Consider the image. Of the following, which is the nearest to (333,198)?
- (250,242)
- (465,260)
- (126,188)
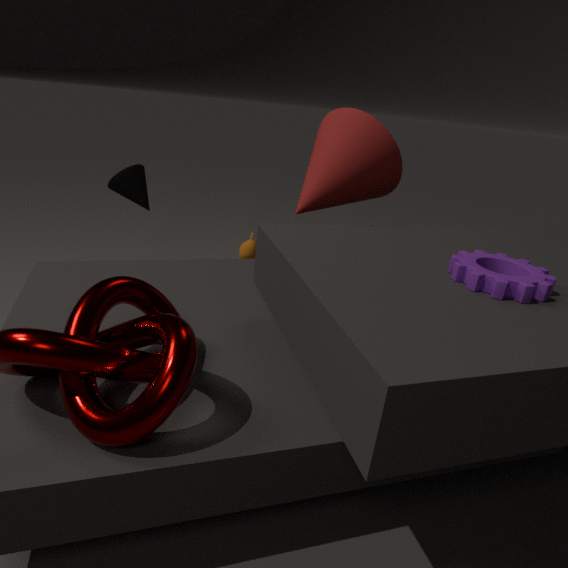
(465,260)
